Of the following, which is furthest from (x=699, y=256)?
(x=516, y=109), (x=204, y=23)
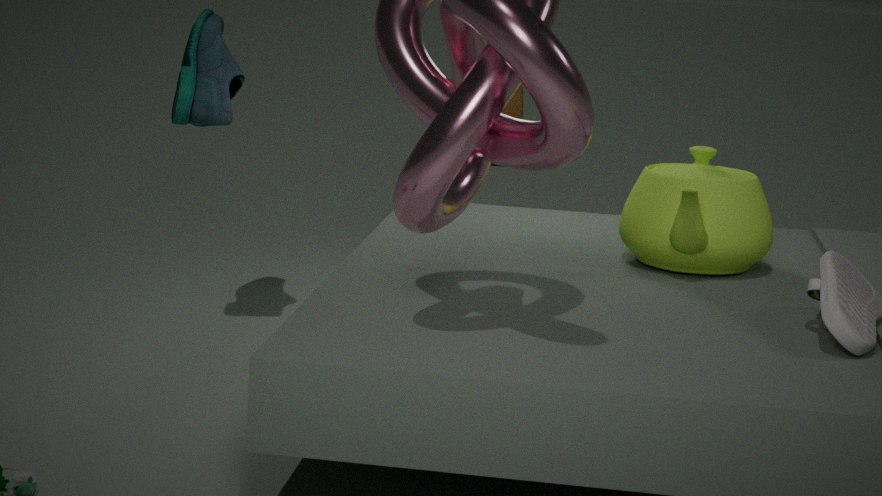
(x=516, y=109)
